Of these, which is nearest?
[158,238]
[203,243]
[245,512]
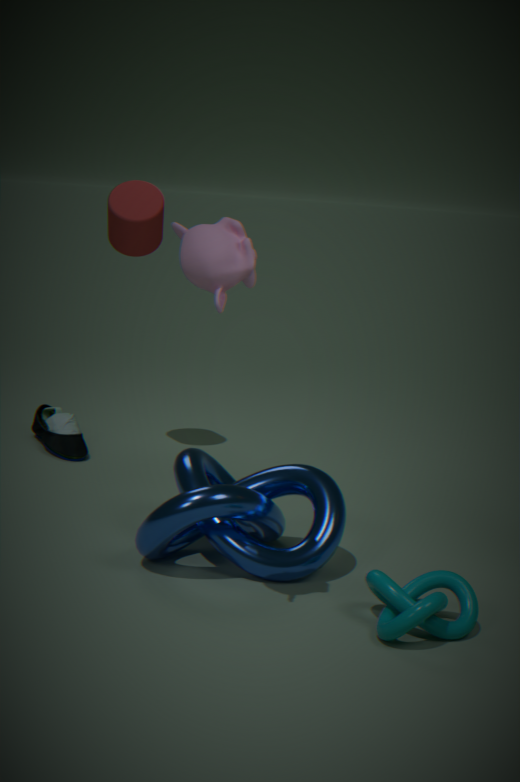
[203,243]
